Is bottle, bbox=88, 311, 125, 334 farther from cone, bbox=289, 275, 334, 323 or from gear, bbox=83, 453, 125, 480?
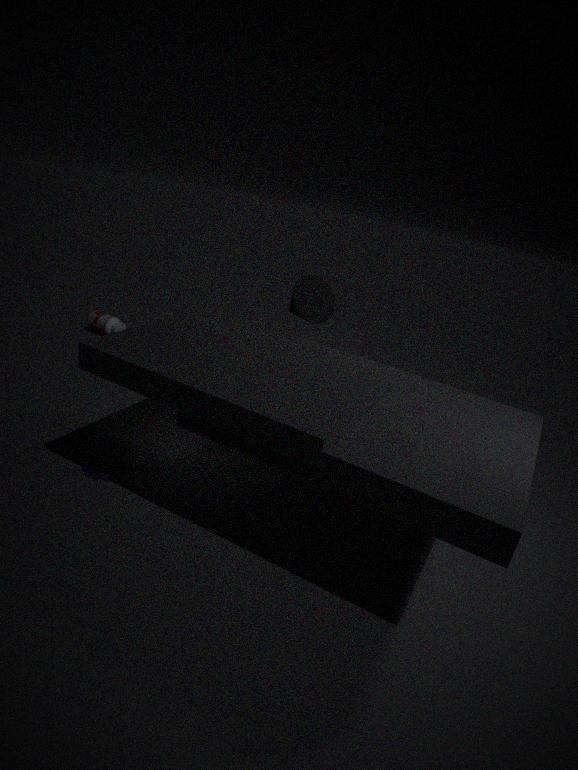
gear, bbox=83, 453, 125, 480
